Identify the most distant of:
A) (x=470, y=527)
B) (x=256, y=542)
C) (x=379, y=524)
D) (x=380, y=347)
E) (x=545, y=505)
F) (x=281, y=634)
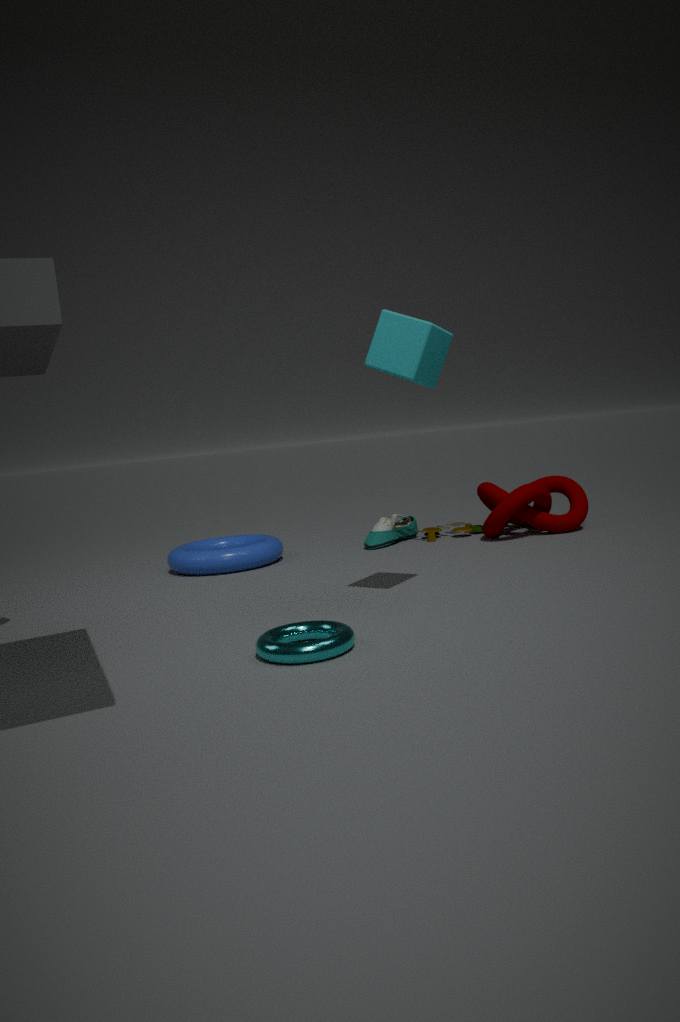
(x=470, y=527)
